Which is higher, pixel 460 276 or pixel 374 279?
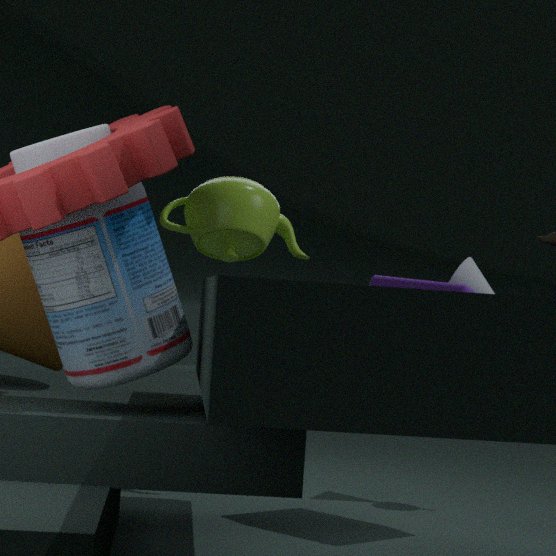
pixel 460 276
